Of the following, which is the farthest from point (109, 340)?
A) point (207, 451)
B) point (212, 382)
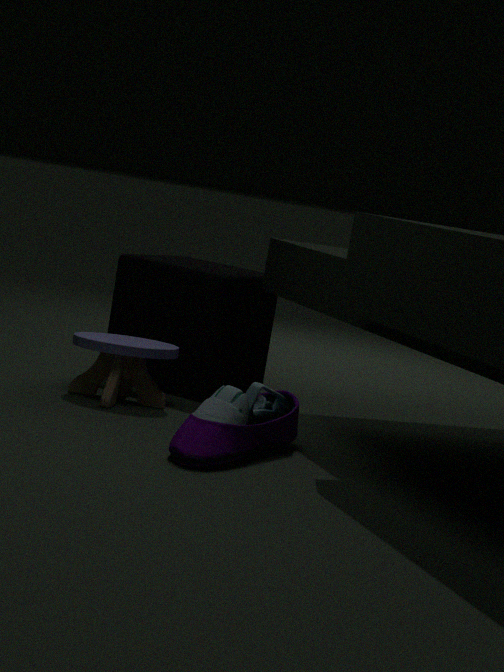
point (207, 451)
